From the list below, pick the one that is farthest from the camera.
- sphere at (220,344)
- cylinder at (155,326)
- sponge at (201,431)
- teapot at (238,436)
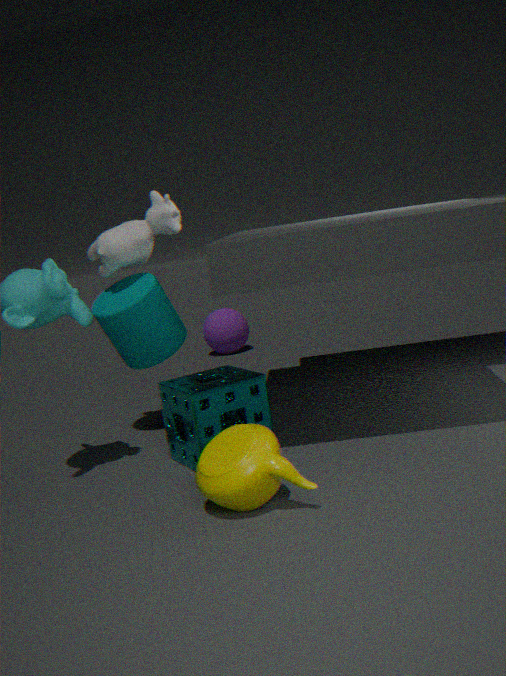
sphere at (220,344)
